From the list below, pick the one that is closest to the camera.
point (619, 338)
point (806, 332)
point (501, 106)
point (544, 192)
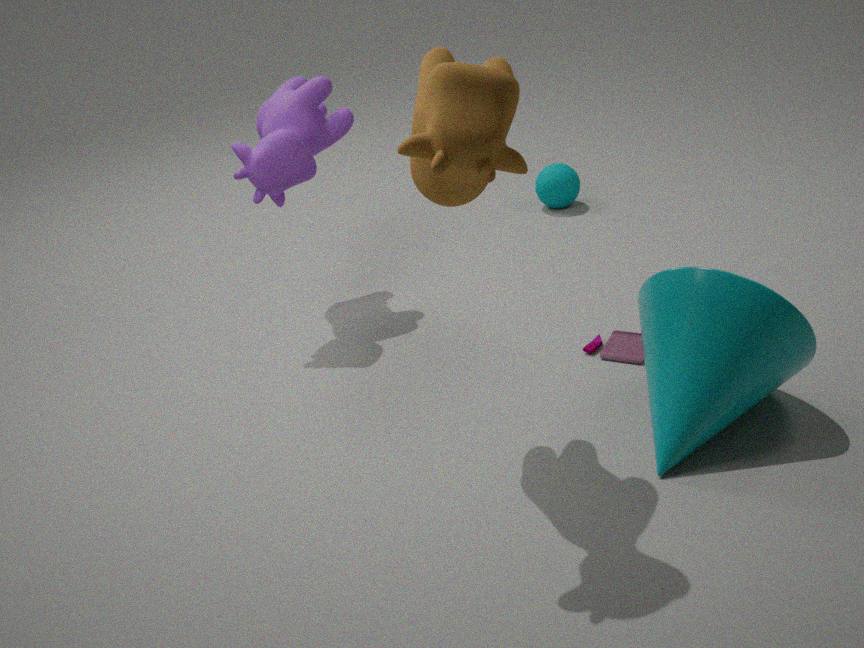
point (501, 106)
